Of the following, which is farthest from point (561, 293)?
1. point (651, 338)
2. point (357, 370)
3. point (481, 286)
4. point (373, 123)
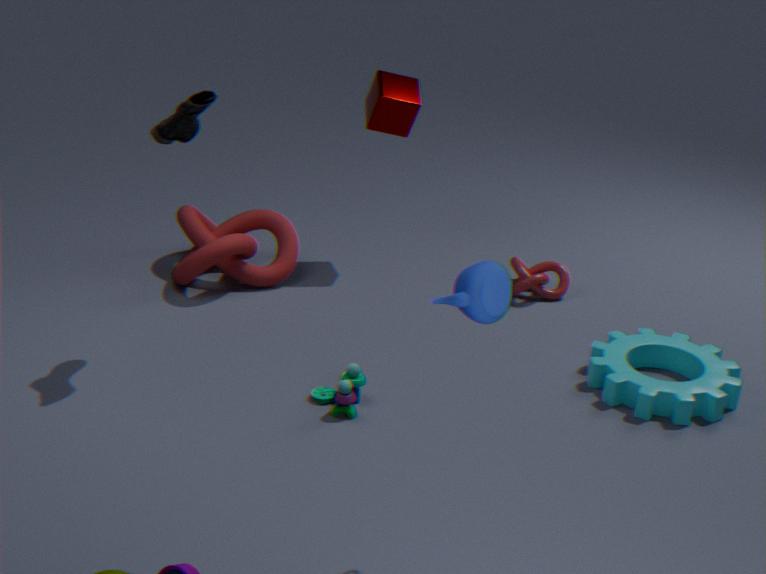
point (481, 286)
